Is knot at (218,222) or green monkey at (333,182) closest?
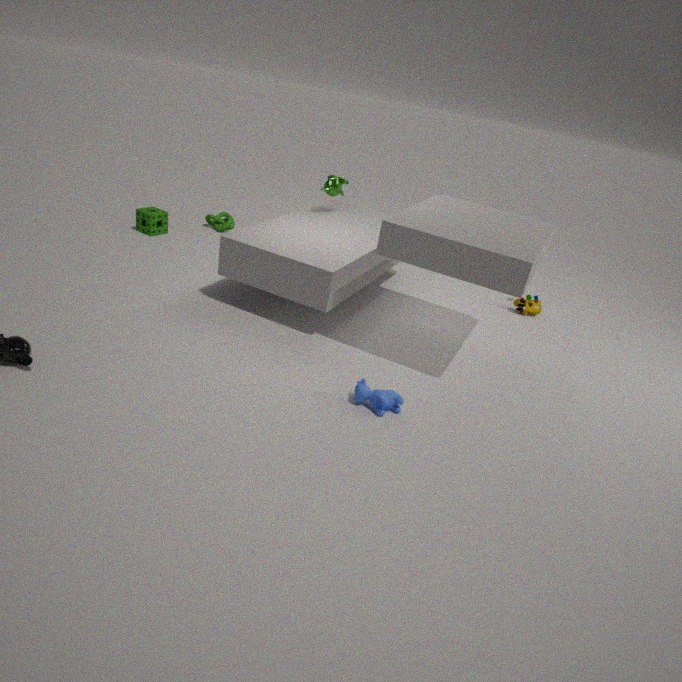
green monkey at (333,182)
